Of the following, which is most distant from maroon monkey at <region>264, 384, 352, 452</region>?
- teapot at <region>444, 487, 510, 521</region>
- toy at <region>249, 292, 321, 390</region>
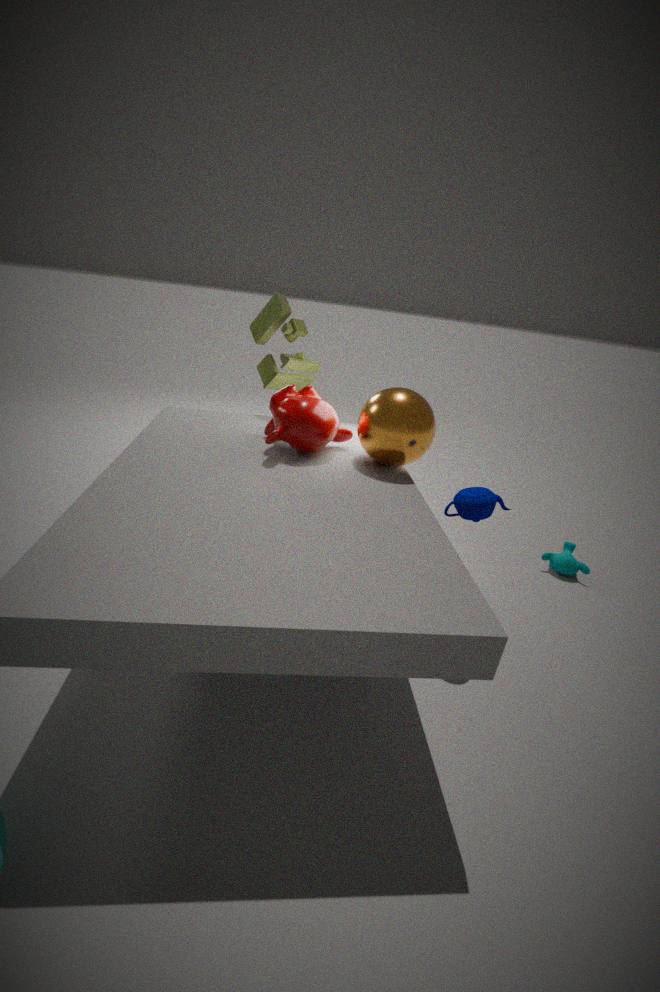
teapot at <region>444, 487, 510, 521</region>
